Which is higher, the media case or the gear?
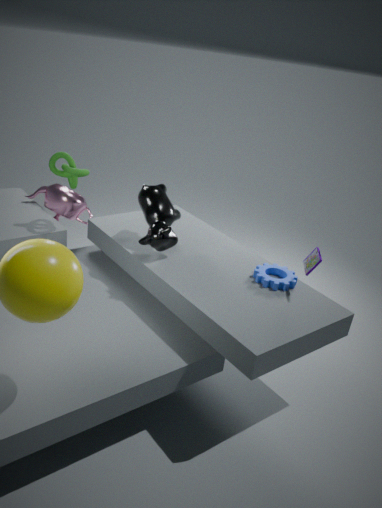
the media case
